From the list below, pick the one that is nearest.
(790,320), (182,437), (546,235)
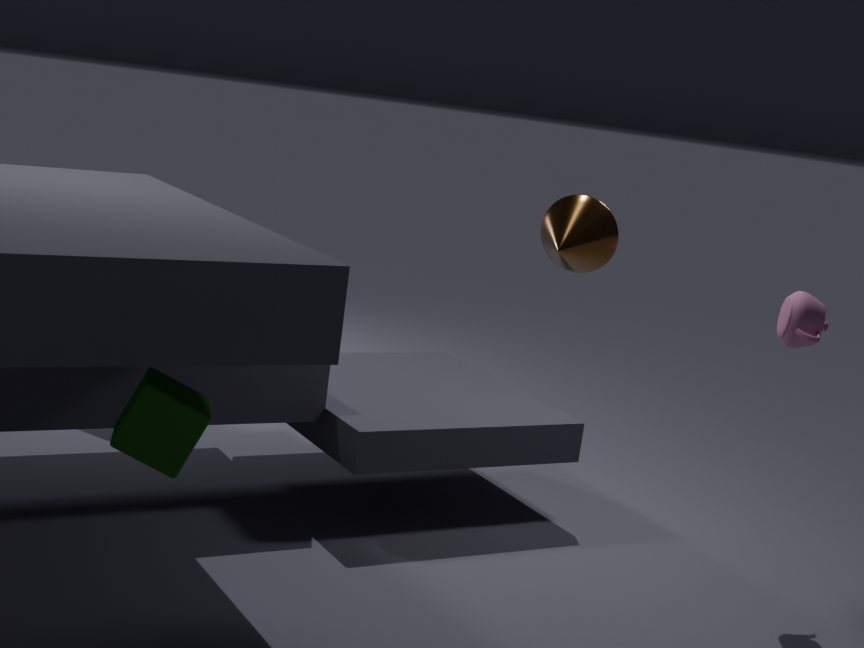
(182,437)
